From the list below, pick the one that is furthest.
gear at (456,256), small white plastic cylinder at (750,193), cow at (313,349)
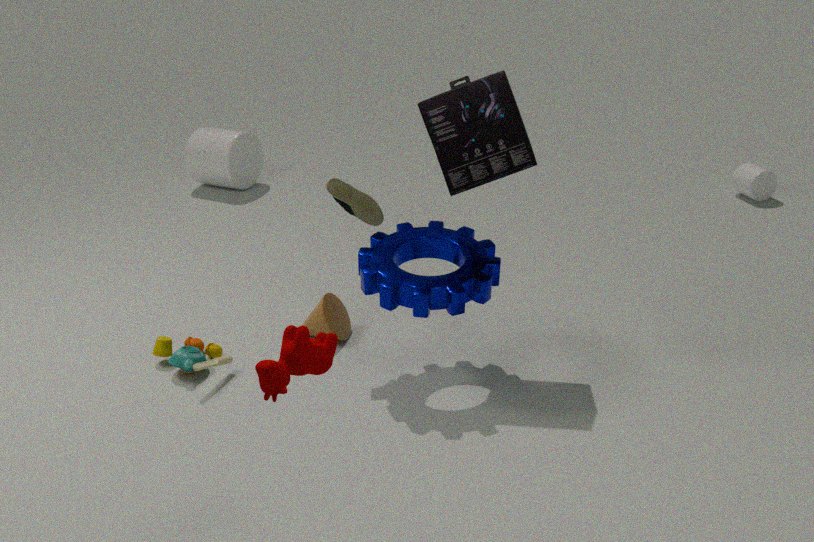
small white plastic cylinder at (750,193)
